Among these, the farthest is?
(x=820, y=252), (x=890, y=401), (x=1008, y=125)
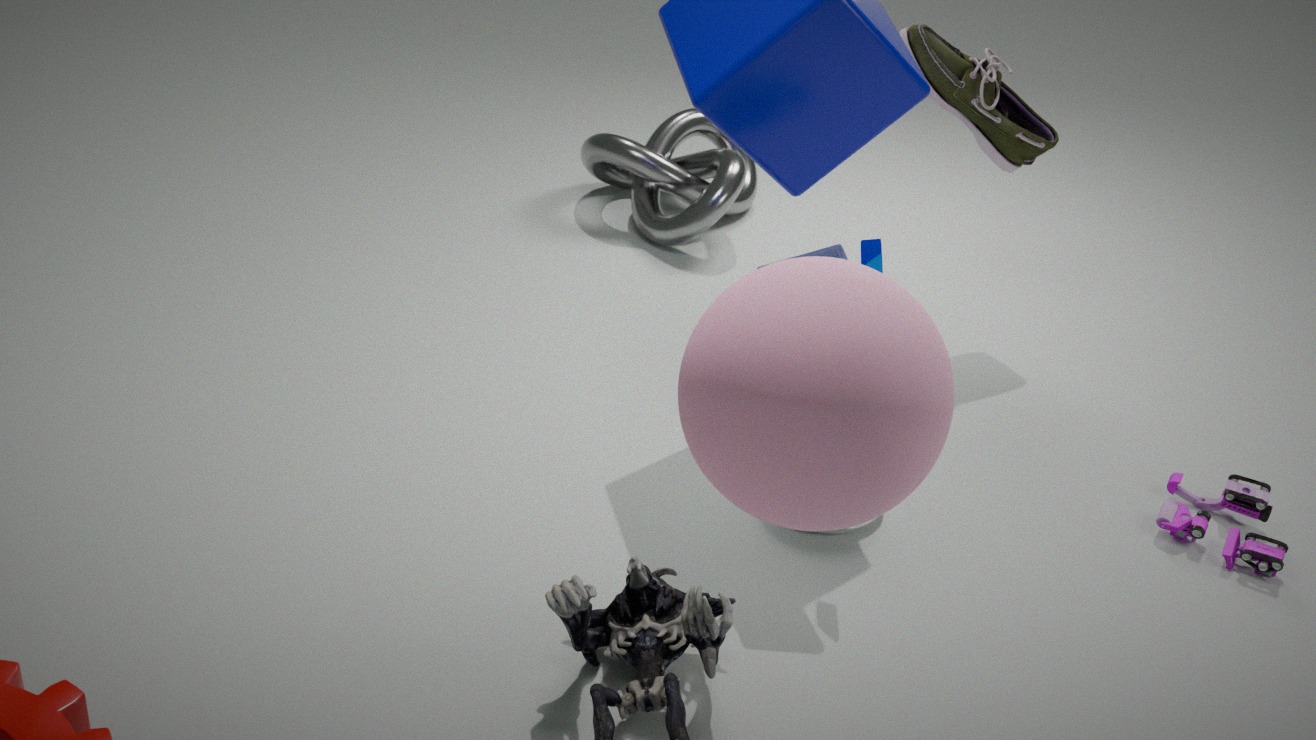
(x=1008, y=125)
